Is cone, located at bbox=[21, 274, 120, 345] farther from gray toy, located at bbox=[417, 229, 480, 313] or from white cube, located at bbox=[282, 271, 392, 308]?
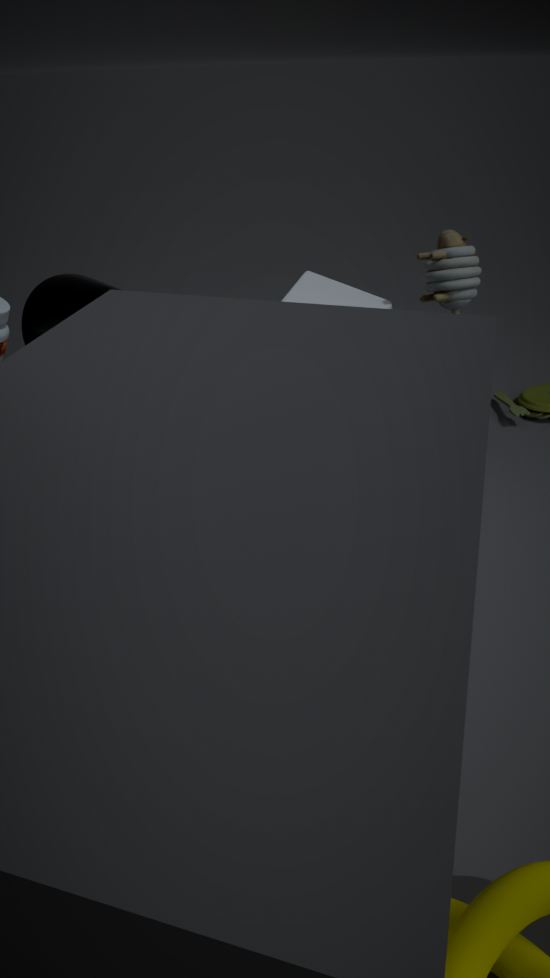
gray toy, located at bbox=[417, 229, 480, 313]
